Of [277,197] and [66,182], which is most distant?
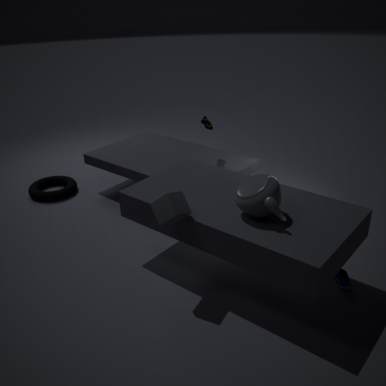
[66,182]
